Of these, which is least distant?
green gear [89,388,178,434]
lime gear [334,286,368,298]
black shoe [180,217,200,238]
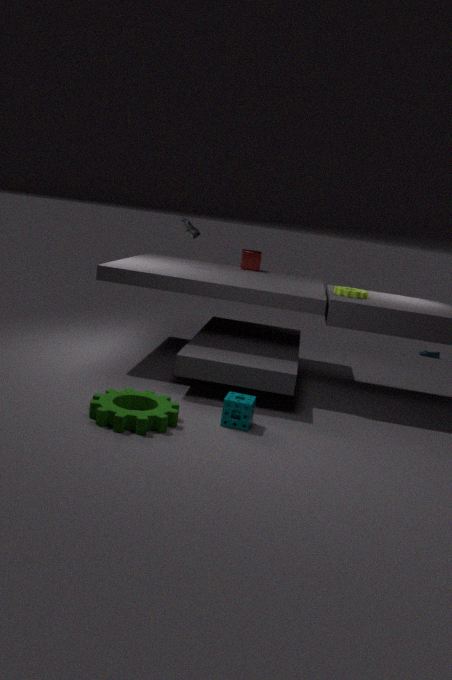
green gear [89,388,178,434]
